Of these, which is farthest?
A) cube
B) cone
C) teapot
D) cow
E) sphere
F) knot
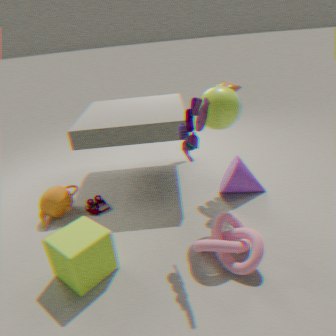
cone
